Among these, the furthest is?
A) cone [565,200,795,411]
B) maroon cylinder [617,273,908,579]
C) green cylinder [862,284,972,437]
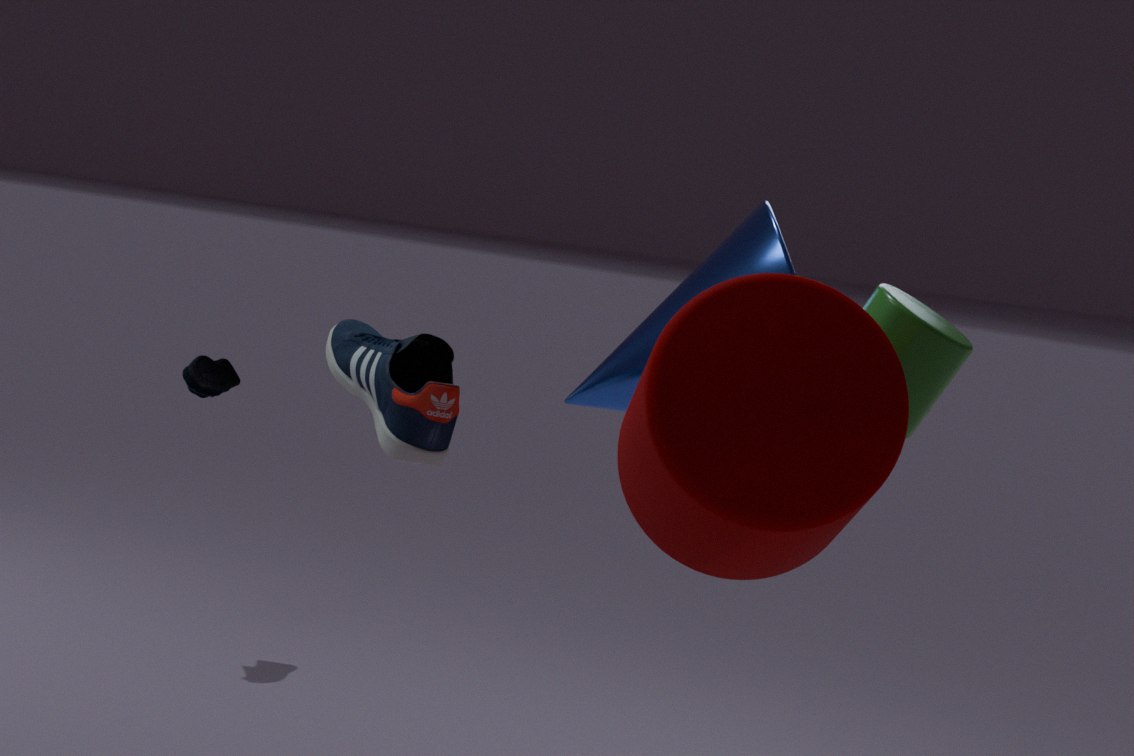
cone [565,200,795,411]
